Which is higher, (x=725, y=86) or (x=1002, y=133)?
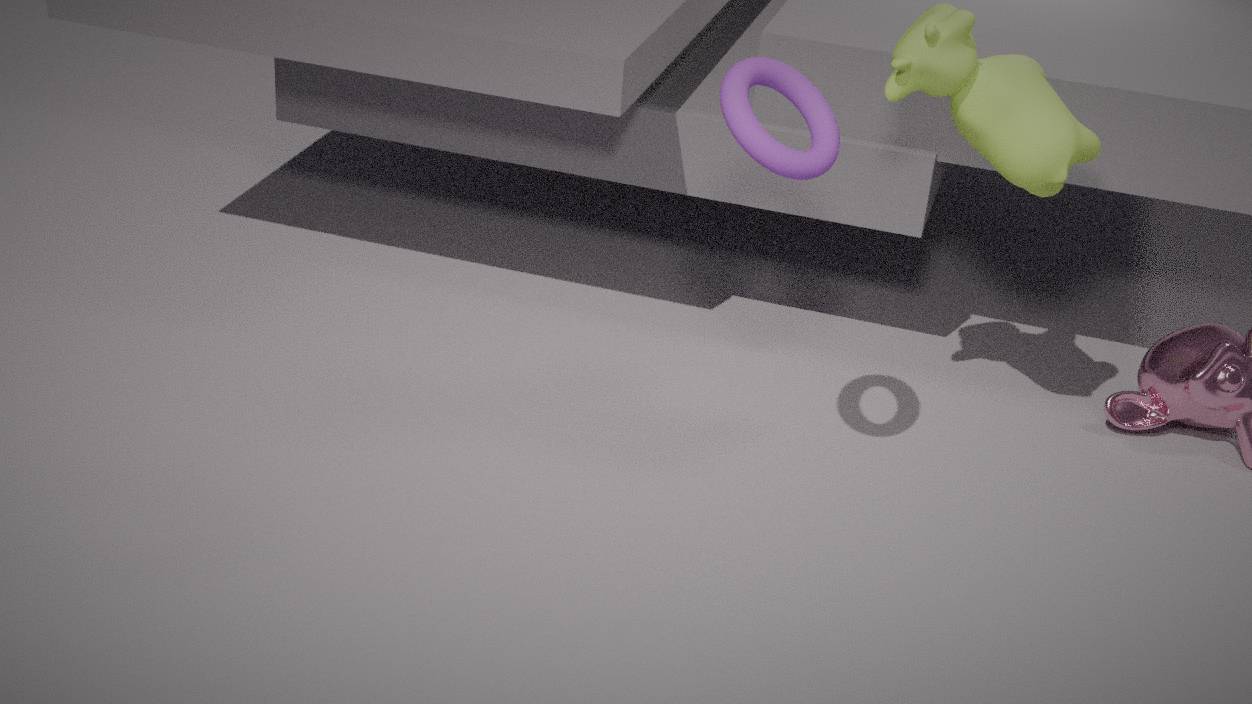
(x=725, y=86)
